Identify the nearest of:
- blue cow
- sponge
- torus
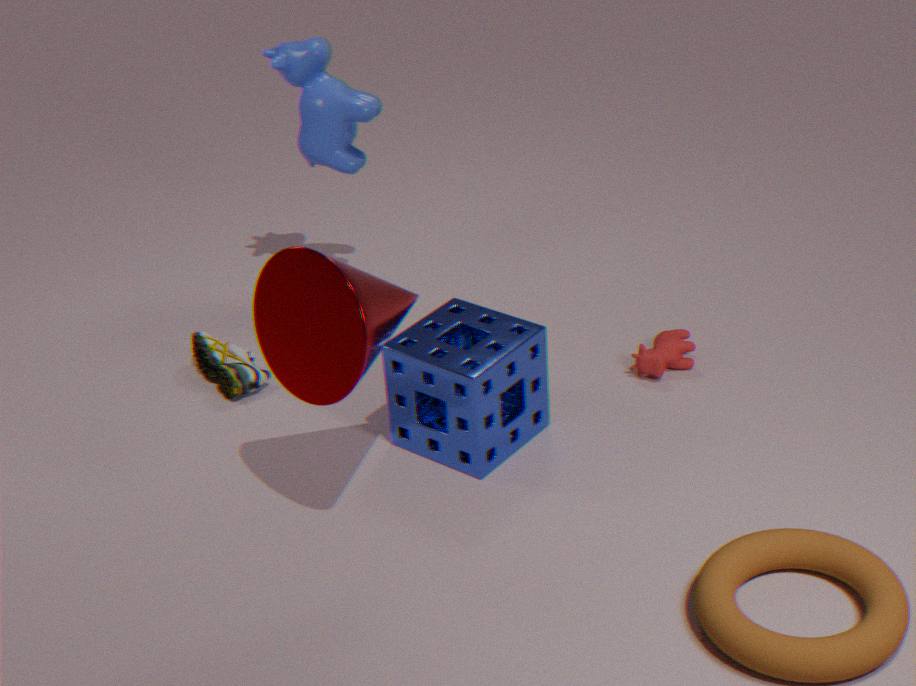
torus
